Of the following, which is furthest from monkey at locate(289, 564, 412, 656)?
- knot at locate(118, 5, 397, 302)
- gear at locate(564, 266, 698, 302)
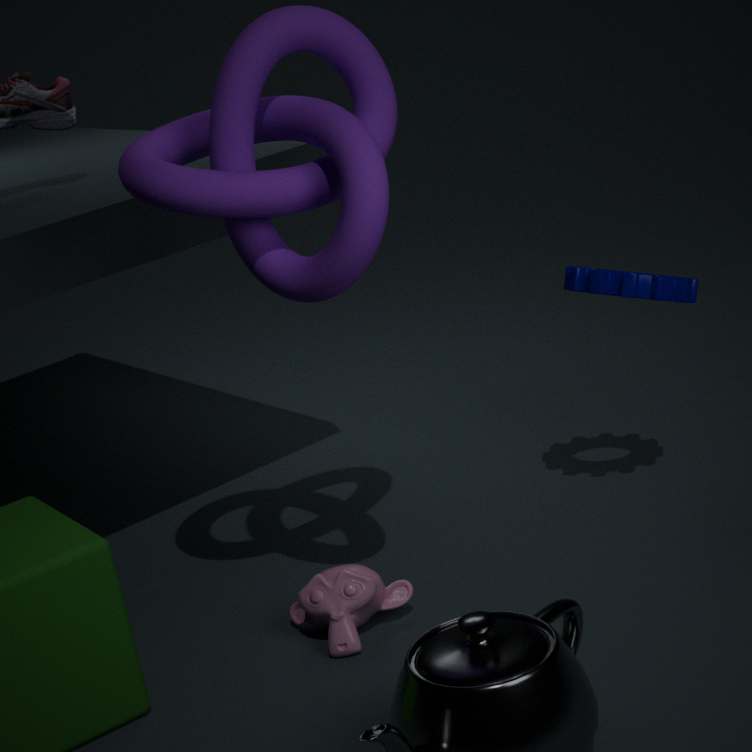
gear at locate(564, 266, 698, 302)
